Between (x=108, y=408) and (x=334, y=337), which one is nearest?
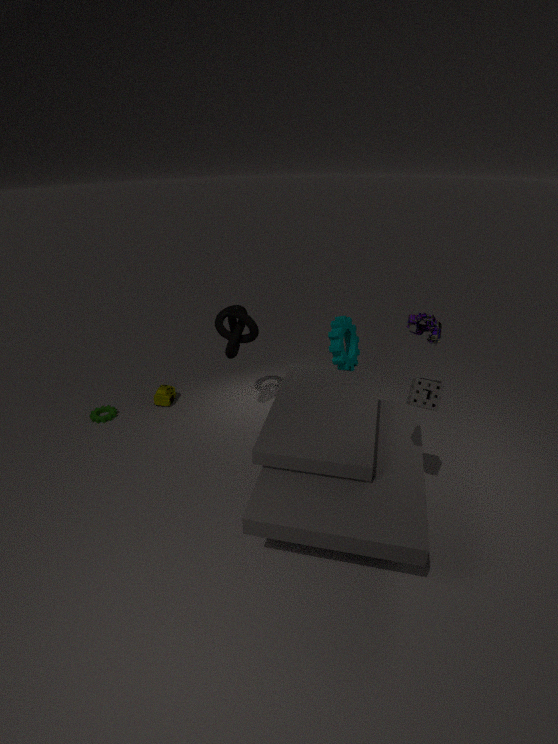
(x=334, y=337)
